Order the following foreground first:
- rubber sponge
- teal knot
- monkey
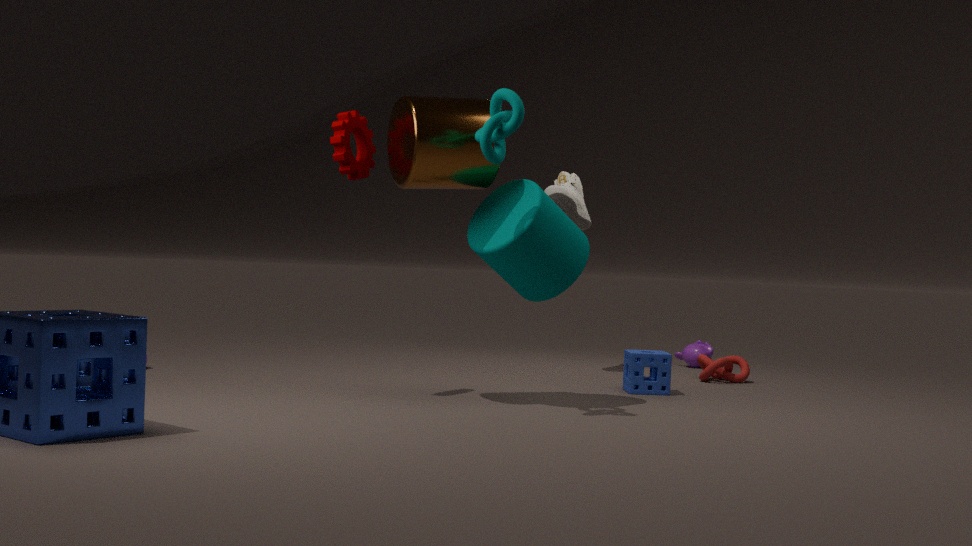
teal knot, rubber sponge, monkey
